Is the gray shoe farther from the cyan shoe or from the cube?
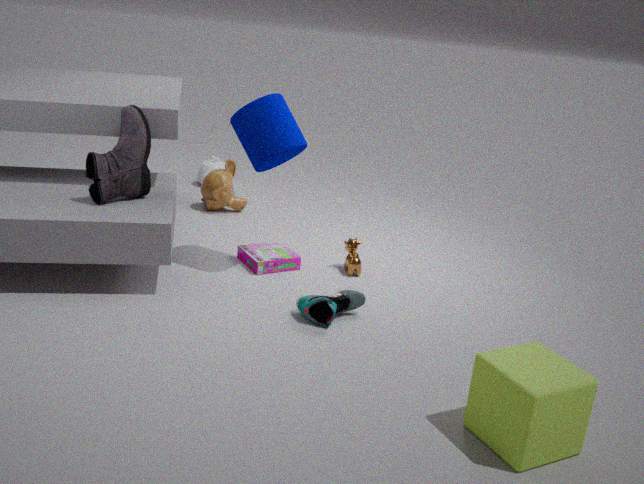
the cube
